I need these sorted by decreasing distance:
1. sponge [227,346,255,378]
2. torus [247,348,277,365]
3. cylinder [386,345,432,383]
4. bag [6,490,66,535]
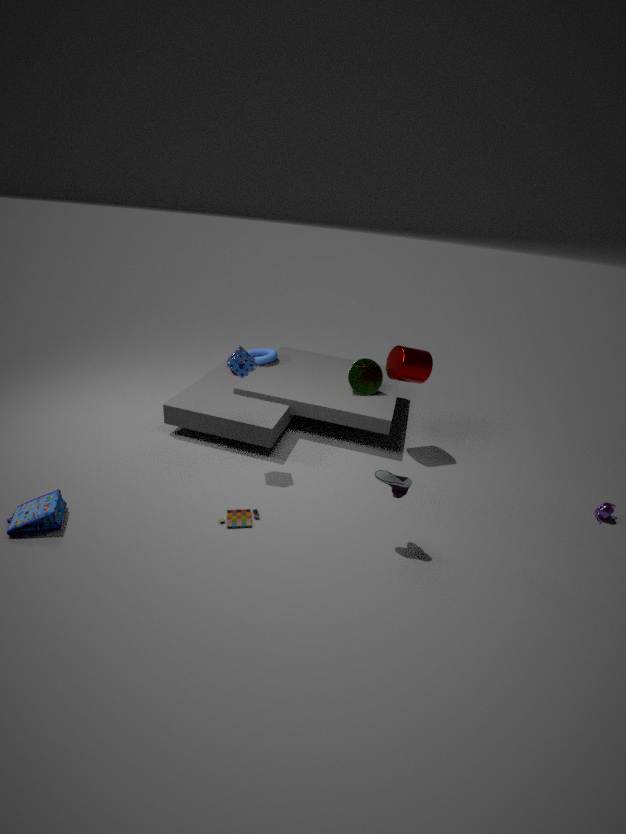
1. torus [247,348,277,365]
2. cylinder [386,345,432,383]
3. sponge [227,346,255,378]
4. bag [6,490,66,535]
